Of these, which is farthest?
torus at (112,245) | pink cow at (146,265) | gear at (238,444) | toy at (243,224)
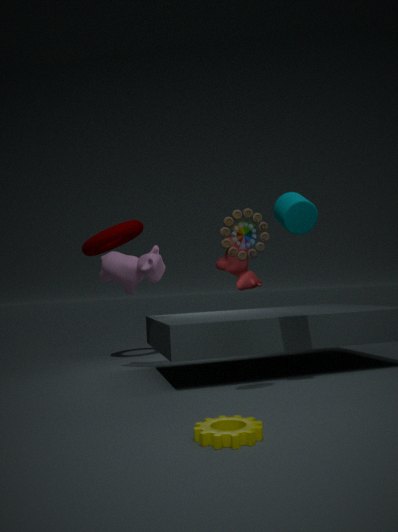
torus at (112,245)
